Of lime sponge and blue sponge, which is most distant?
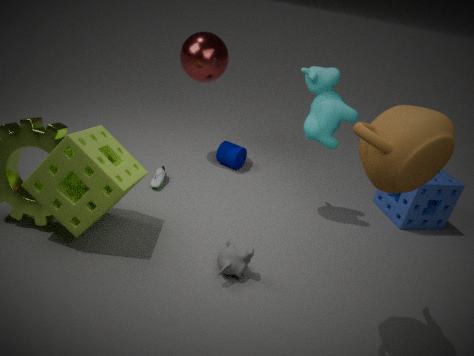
blue sponge
